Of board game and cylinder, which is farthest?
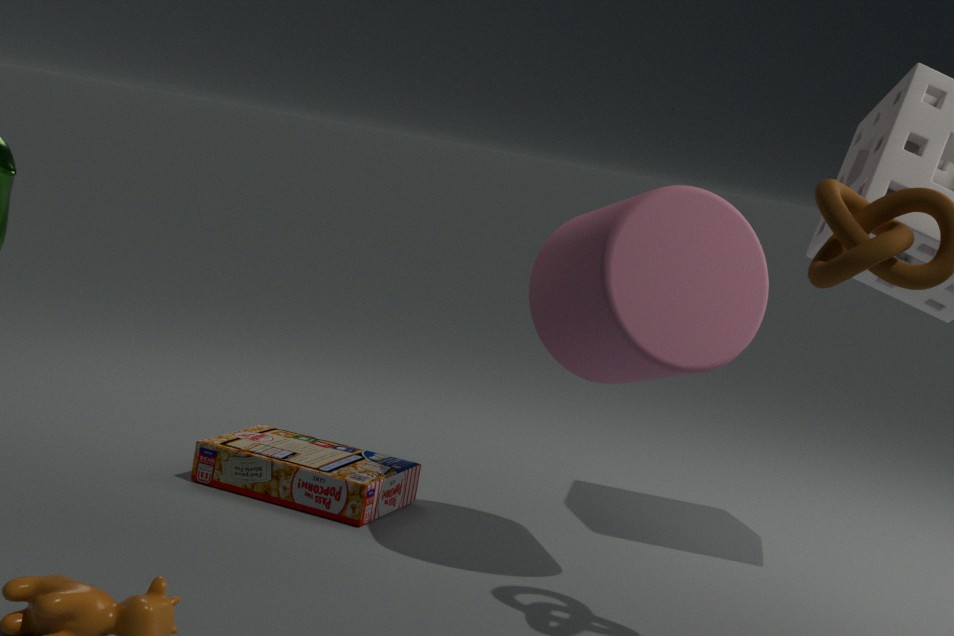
board game
